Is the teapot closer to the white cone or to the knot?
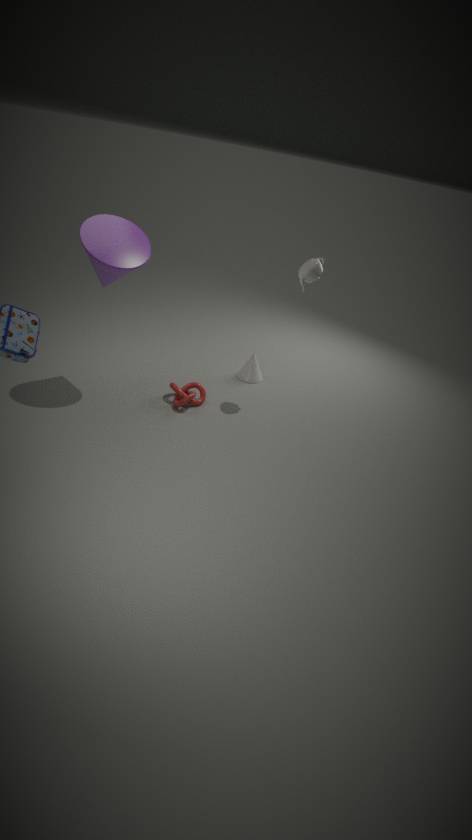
the white cone
